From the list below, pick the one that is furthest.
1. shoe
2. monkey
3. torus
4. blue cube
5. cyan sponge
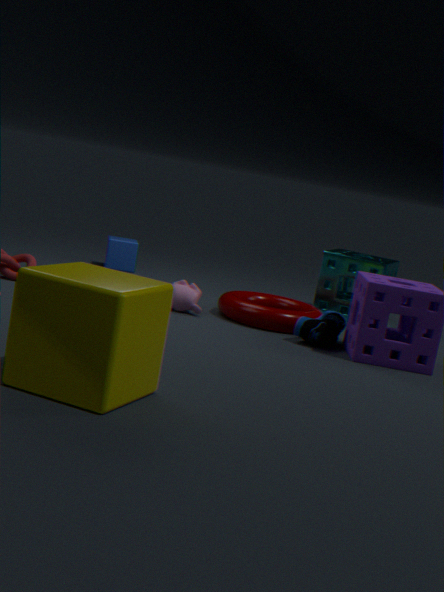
blue cube
